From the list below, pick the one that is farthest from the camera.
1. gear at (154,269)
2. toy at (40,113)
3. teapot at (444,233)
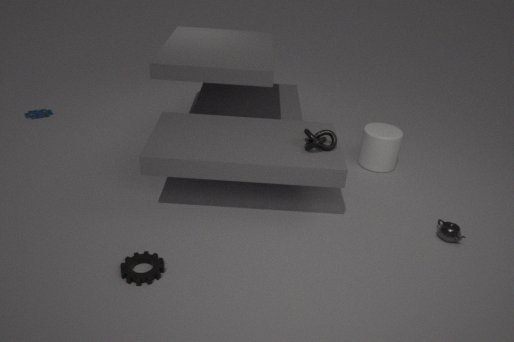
toy at (40,113)
